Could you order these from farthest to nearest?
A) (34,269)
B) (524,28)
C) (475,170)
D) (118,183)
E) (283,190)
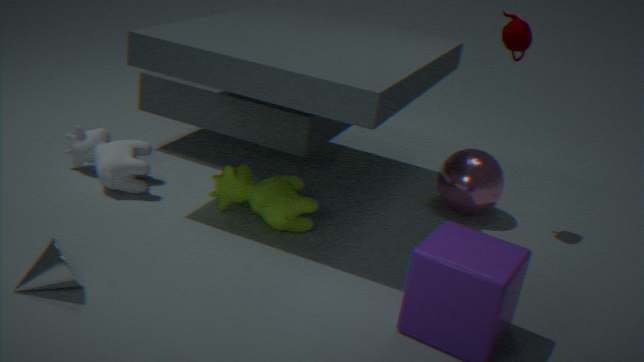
(475,170) < (524,28) < (118,183) < (283,190) < (34,269)
